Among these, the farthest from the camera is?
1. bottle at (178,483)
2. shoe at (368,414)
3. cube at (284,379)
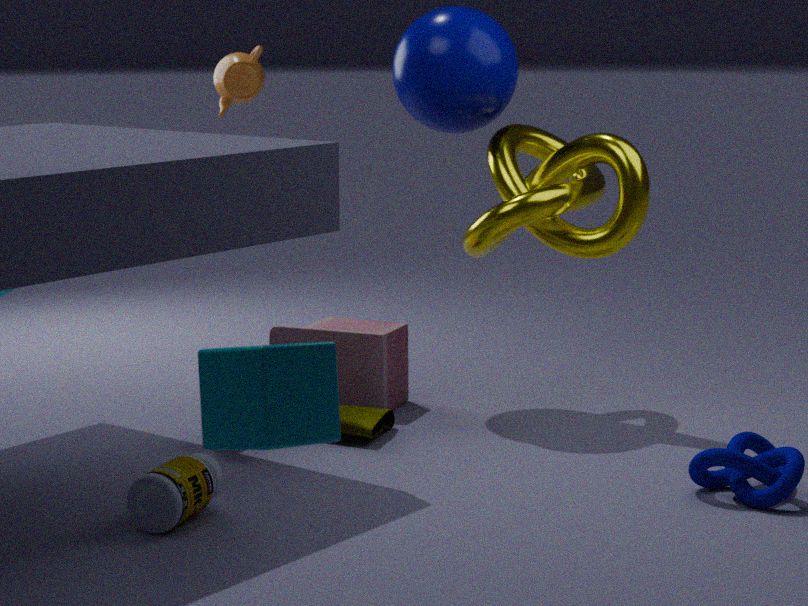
shoe at (368,414)
